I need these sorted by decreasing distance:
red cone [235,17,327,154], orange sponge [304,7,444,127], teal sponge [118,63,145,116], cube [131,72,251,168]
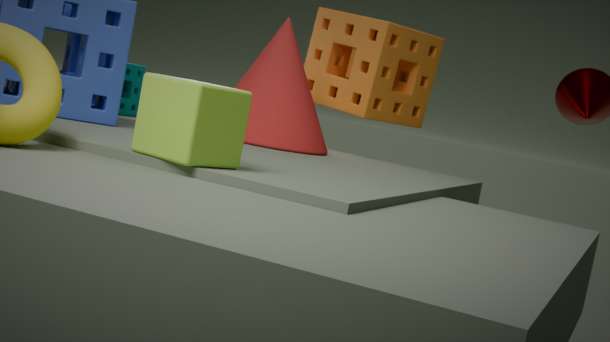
1. orange sponge [304,7,444,127]
2. teal sponge [118,63,145,116]
3. red cone [235,17,327,154]
4. cube [131,72,251,168]
